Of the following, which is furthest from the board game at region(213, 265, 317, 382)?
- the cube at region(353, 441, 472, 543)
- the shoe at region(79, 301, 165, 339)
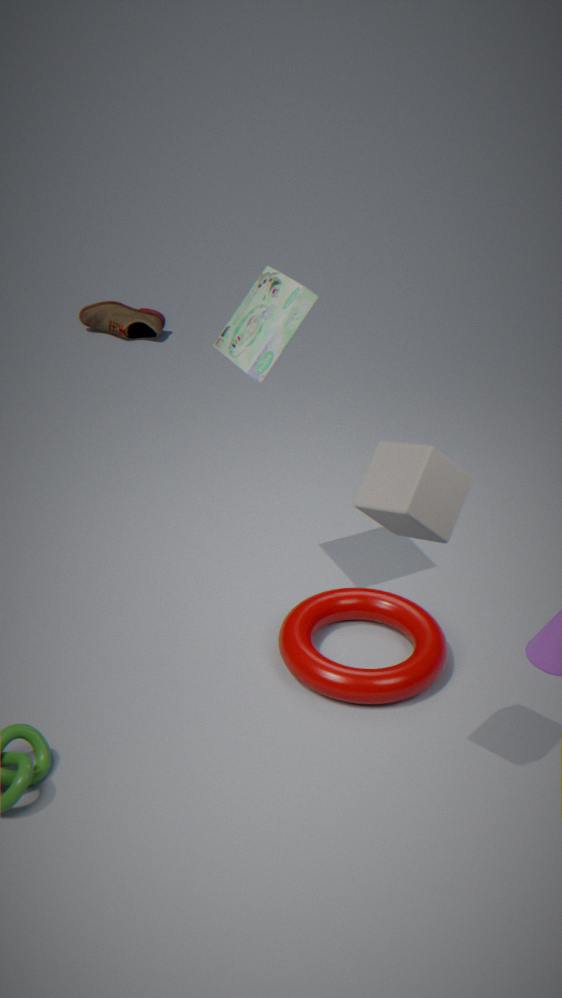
the shoe at region(79, 301, 165, 339)
